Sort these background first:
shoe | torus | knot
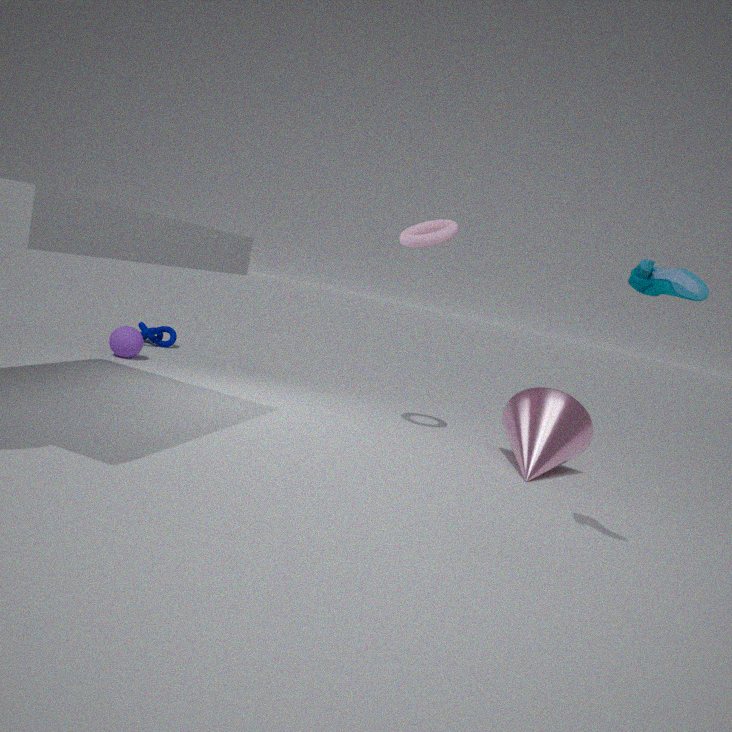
1. knot
2. torus
3. shoe
